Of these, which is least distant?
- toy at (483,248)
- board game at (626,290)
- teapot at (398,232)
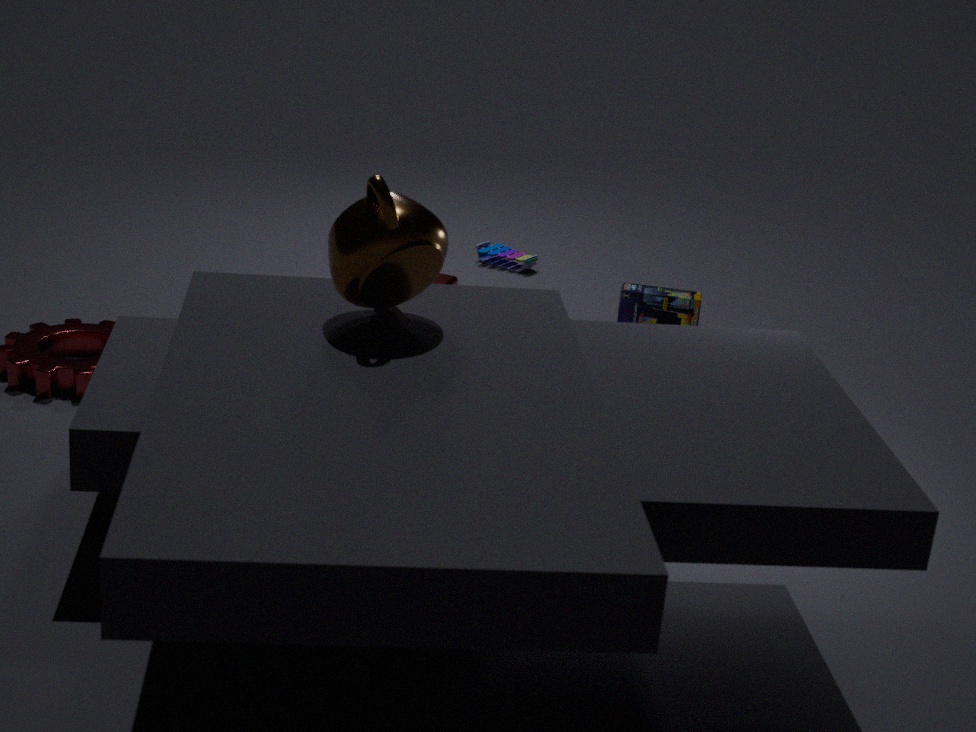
teapot at (398,232)
